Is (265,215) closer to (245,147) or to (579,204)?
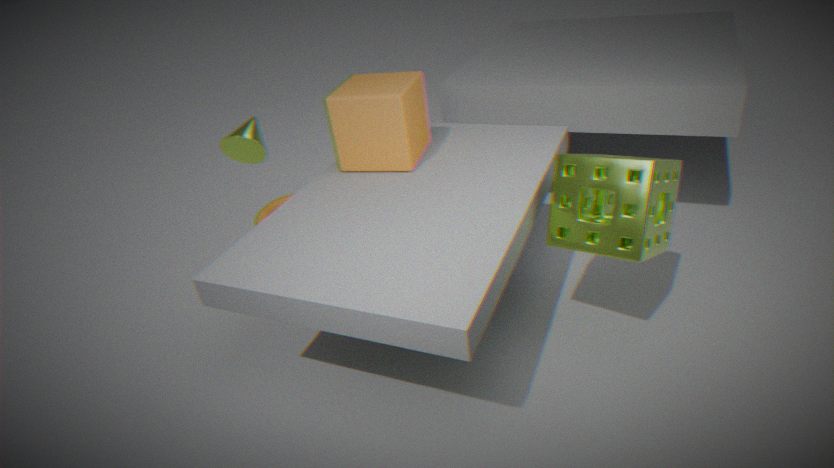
(245,147)
